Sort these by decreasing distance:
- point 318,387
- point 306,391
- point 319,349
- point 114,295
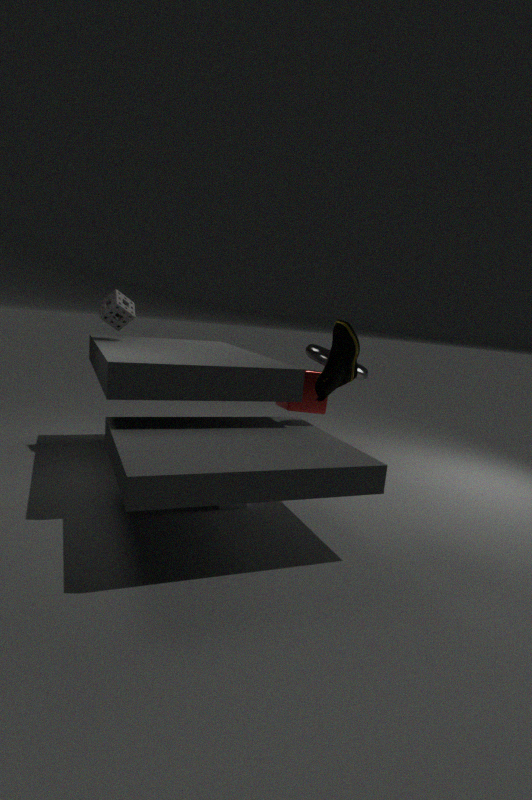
1. point 306,391
2. point 319,349
3. point 114,295
4. point 318,387
